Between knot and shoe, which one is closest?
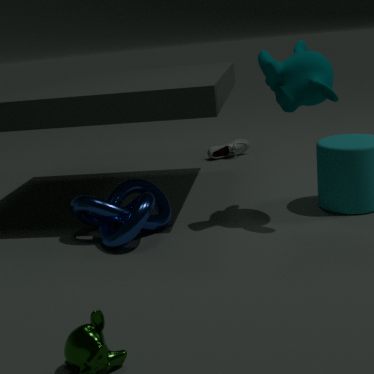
knot
